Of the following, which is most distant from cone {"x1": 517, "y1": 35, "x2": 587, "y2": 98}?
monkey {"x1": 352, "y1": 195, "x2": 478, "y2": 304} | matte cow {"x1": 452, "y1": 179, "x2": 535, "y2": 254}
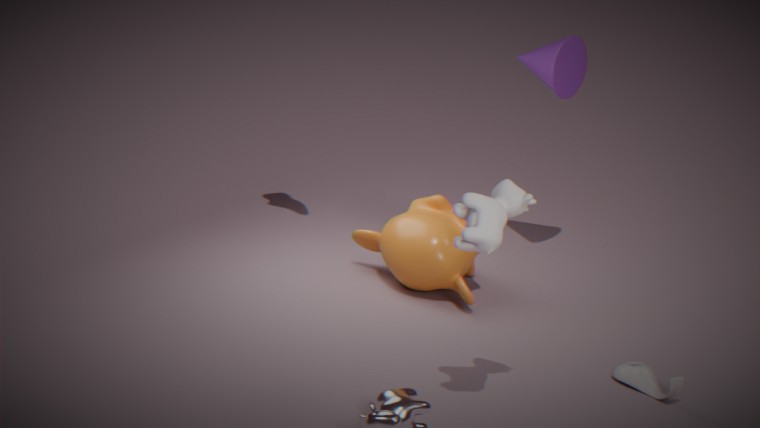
matte cow {"x1": 452, "y1": 179, "x2": 535, "y2": 254}
